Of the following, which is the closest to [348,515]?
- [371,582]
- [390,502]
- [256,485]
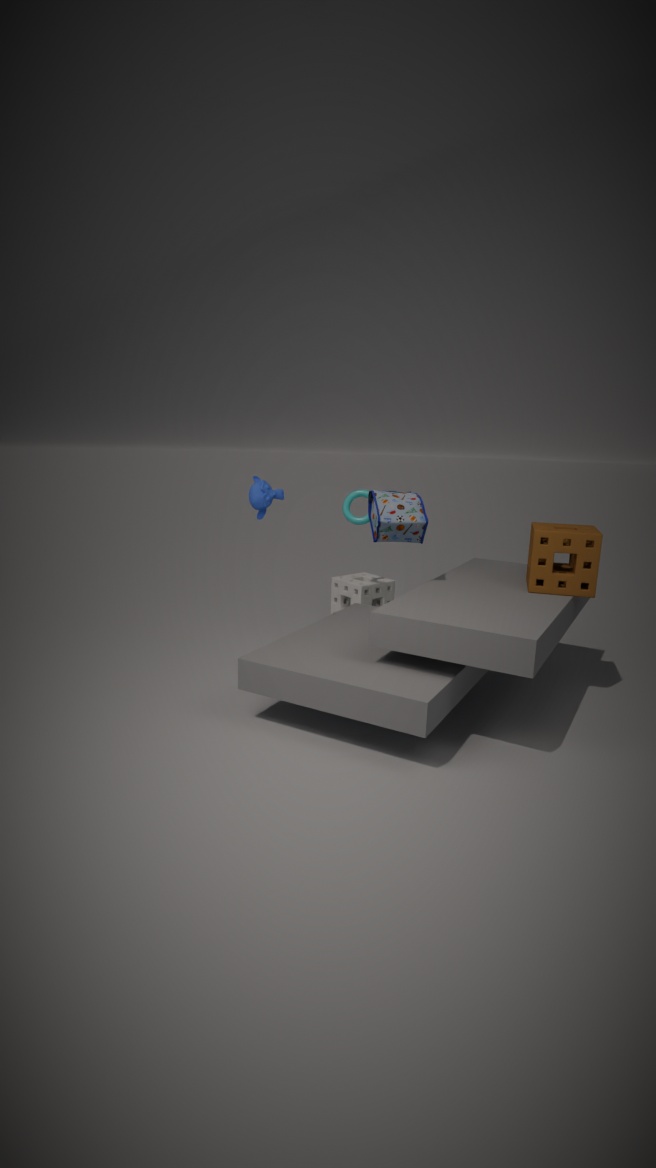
[371,582]
